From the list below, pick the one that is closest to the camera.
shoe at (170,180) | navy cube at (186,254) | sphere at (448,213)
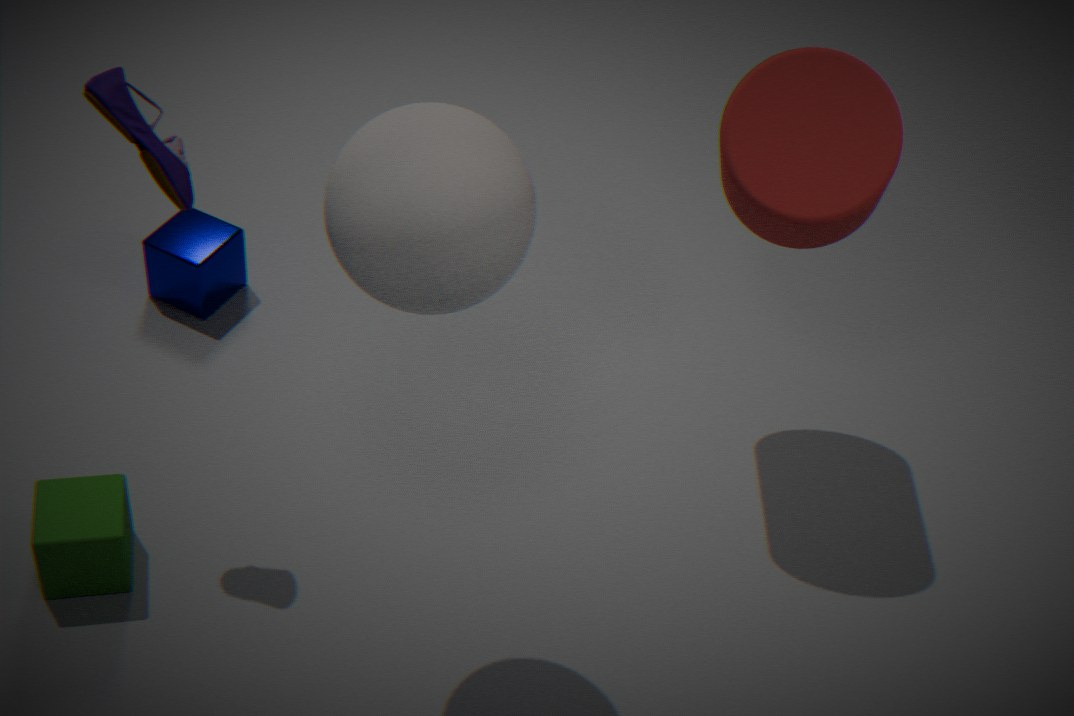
sphere at (448,213)
